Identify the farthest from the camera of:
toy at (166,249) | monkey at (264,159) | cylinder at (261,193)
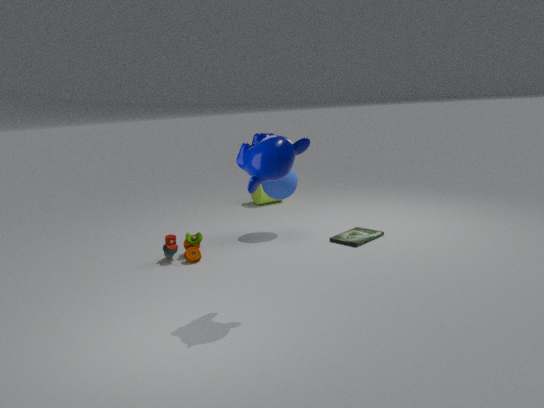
cylinder at (261,193)
